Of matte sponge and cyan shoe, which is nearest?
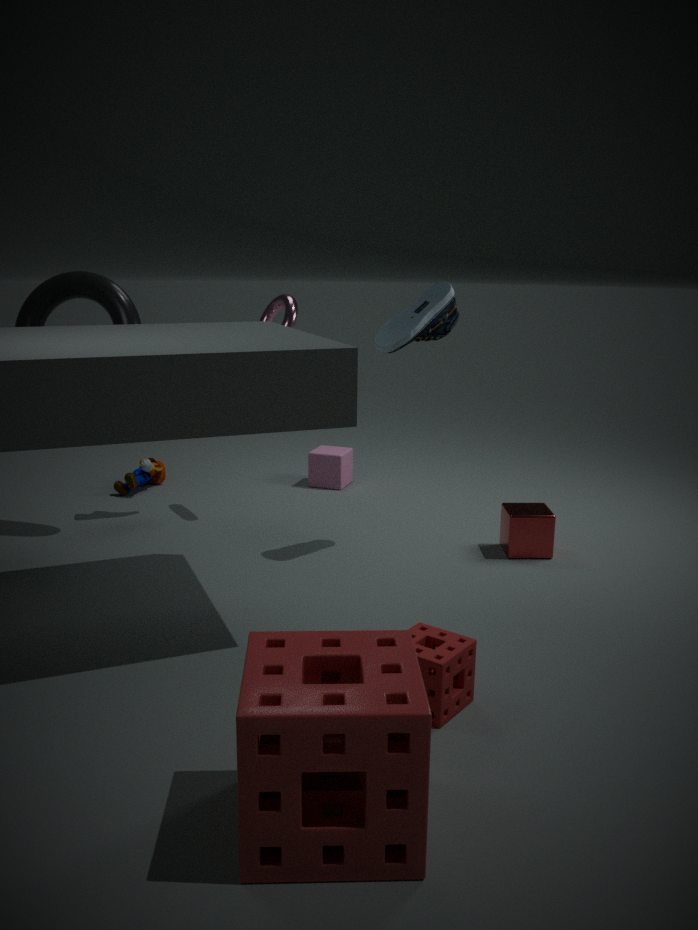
matte sponge
